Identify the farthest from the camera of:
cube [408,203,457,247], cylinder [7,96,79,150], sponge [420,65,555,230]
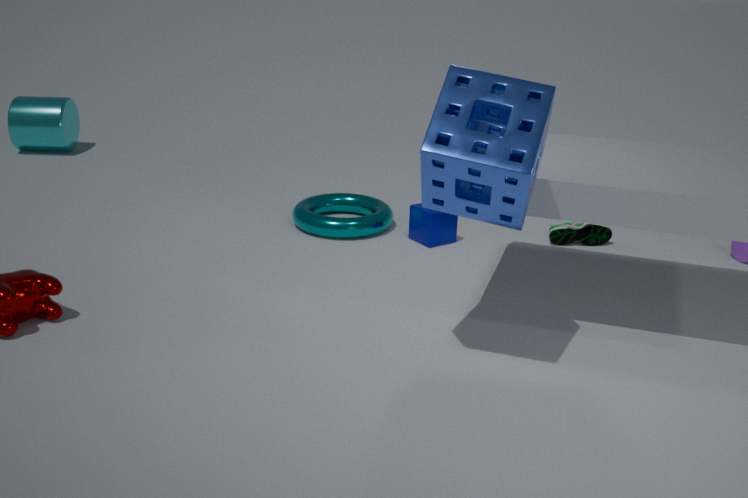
cylinder [7,96,79,150]
